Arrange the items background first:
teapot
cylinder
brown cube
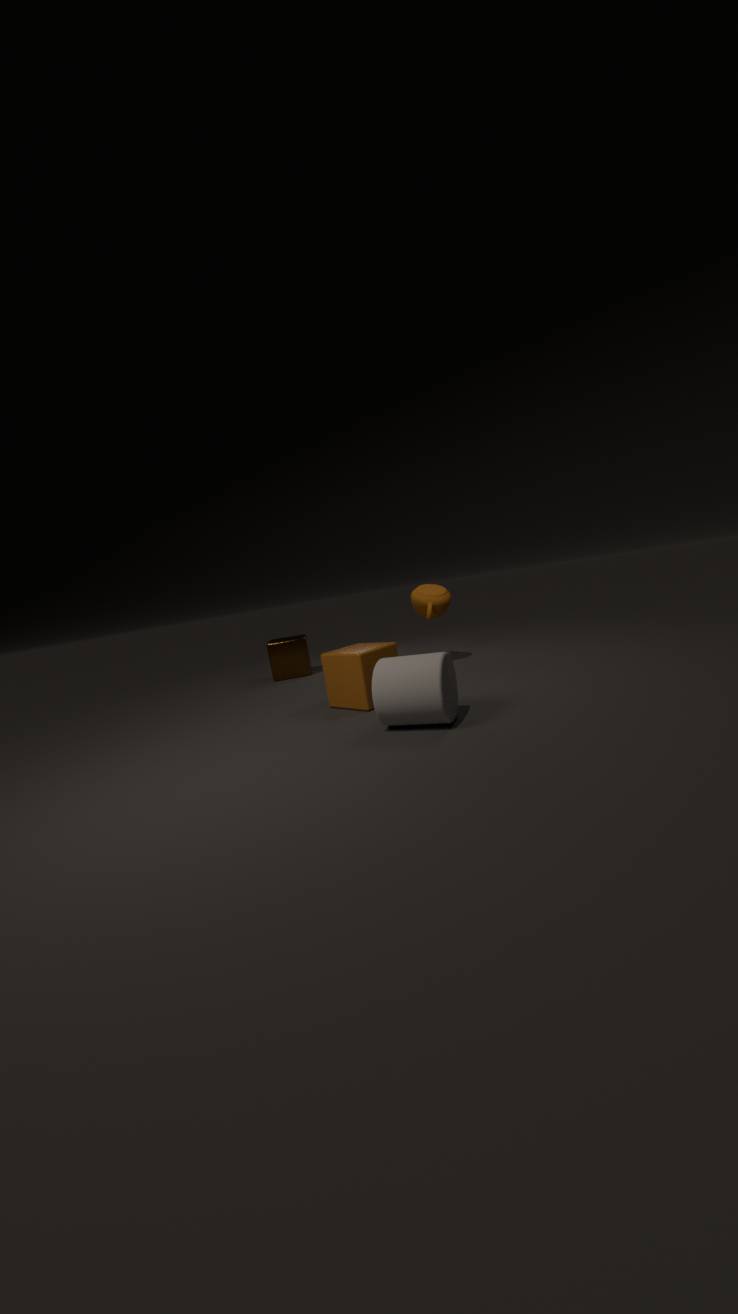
brown cube < teapot < cylinder
